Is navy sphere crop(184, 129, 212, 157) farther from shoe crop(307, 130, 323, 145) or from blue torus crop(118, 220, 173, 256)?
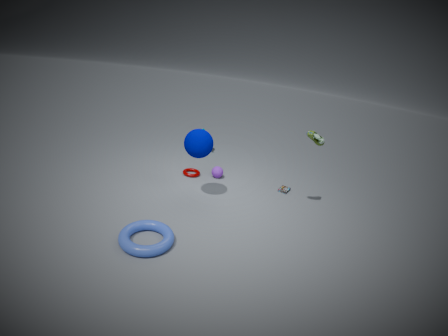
shoe crop(307, 130, 323, 145)
